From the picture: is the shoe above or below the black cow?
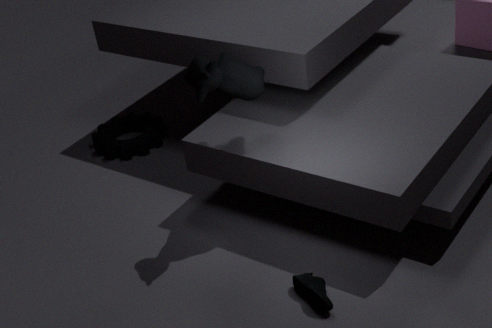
below
